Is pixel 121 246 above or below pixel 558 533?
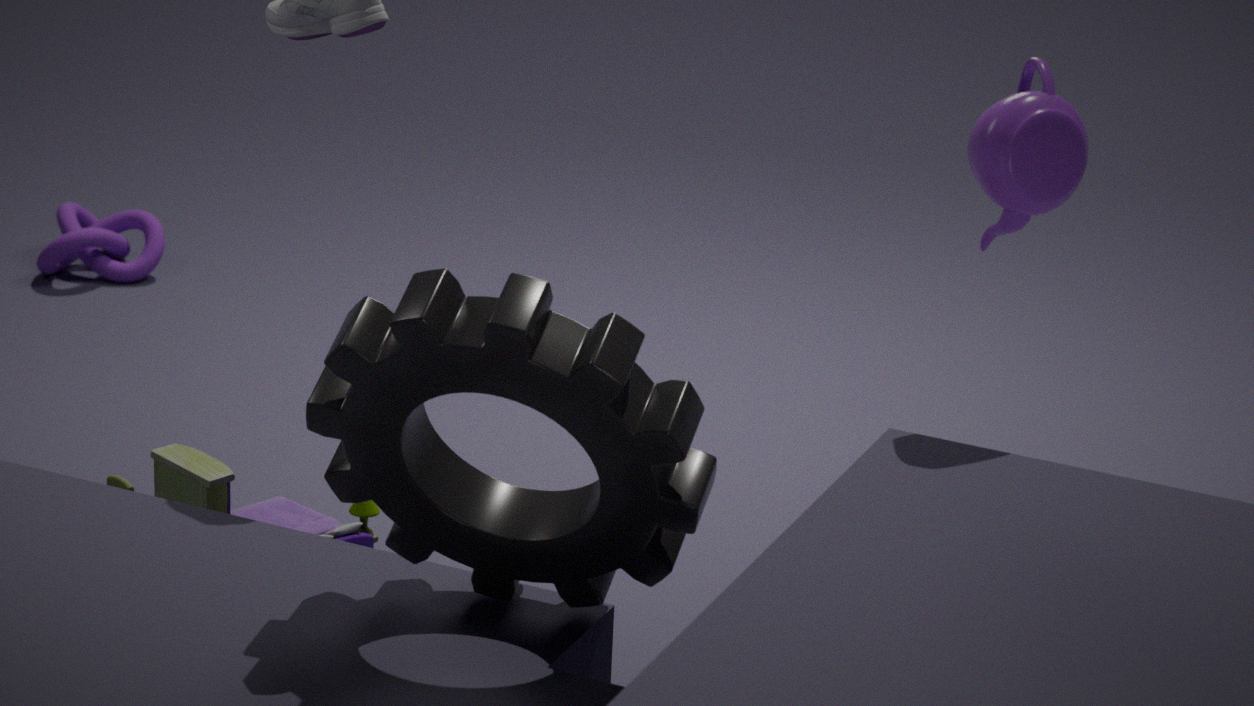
below
